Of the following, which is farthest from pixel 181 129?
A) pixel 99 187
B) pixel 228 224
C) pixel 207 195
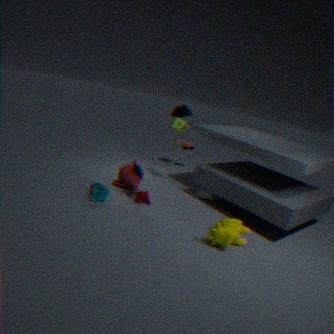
pixel 228 224
